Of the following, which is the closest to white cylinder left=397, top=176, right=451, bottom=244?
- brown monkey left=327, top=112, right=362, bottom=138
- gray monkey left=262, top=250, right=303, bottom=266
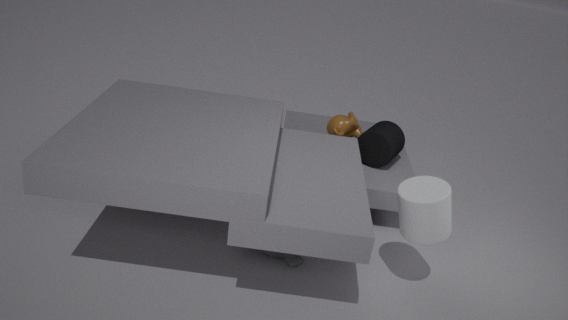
gray monkey left=262, top=250, right=303, bottom=266
